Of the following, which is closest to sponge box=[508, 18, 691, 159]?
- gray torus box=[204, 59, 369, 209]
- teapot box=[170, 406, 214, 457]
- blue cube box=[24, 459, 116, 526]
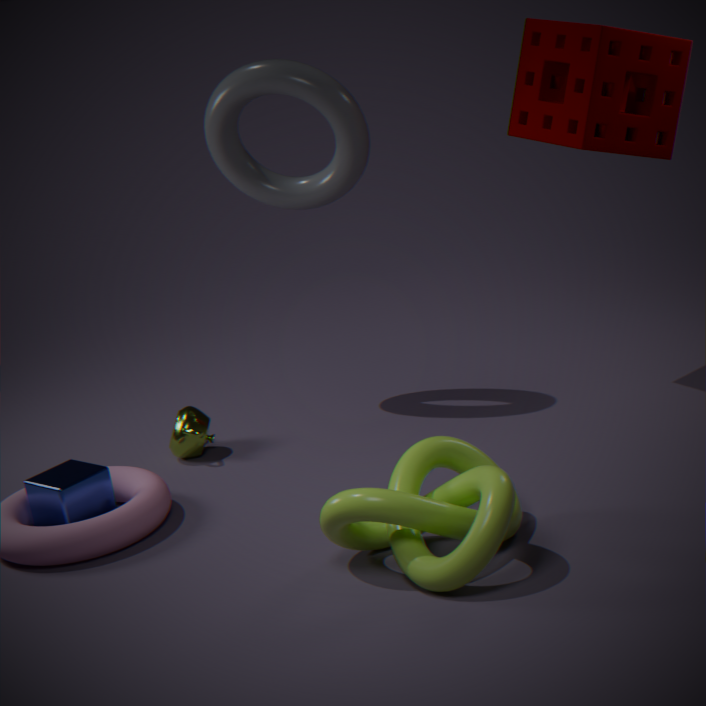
gray torus box=[204, 59, 369, 209]
